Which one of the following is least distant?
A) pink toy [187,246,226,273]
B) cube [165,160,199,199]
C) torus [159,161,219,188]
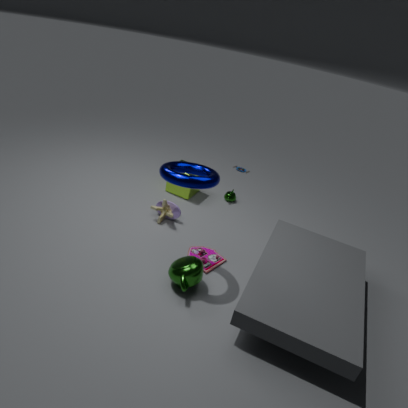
torus [159,161,219,188]
